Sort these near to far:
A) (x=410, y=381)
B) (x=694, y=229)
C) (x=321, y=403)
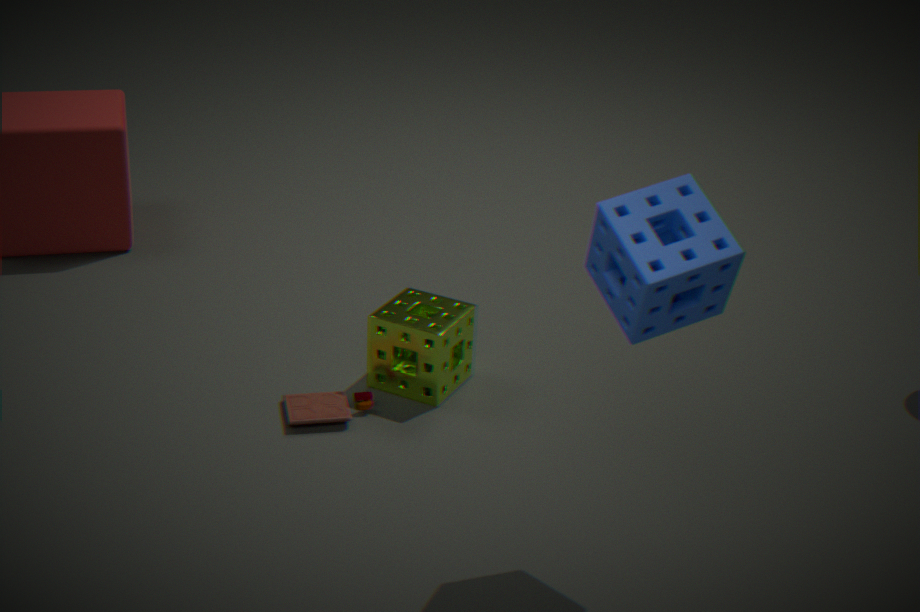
(x=694, y=229) < (x=321, y=403) < (x=410, y=381)
